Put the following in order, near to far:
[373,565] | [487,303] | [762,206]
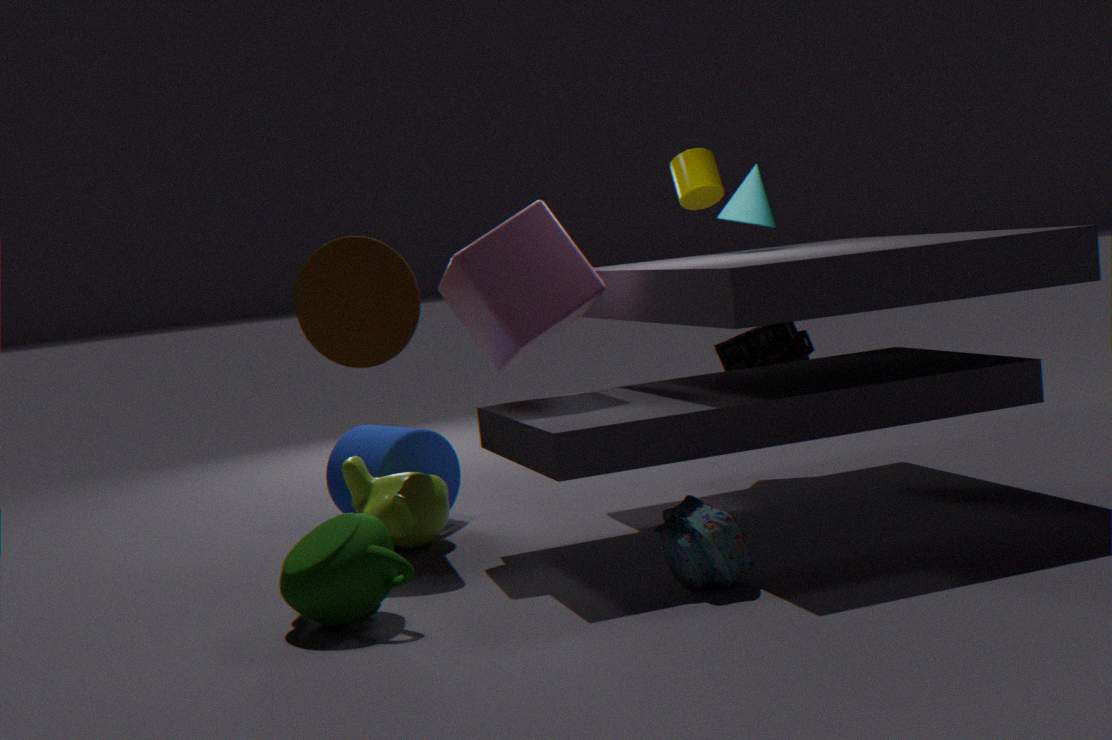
1. [373,565]
2. [487,303]
3. [762,206]
